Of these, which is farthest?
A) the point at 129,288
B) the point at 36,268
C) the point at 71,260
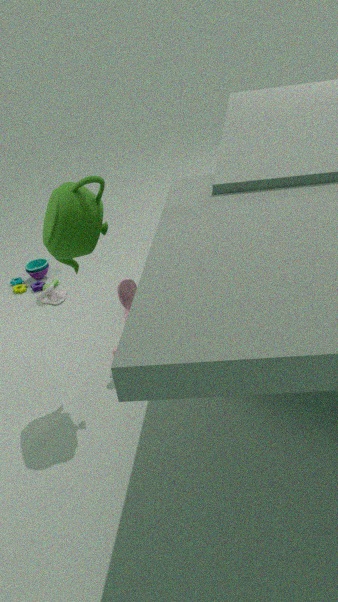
the point at 36,268
